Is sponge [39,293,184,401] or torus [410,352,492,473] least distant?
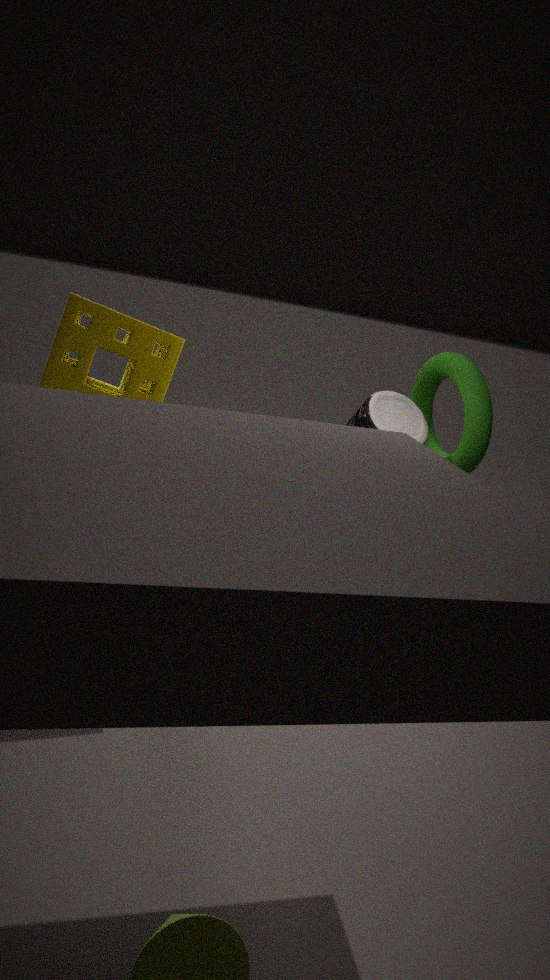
sponge [39,293,184,401]
